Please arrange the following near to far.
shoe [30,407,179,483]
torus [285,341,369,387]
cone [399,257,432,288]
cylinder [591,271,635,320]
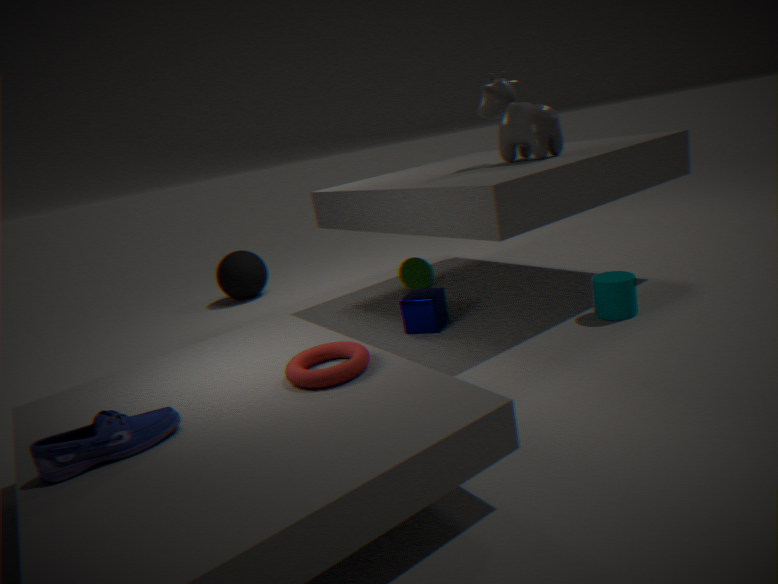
shoe [30,407,179,483]
torus [285,341,369,387]
cylinder [591,271,635,320]
cone [399,257,432,288]
